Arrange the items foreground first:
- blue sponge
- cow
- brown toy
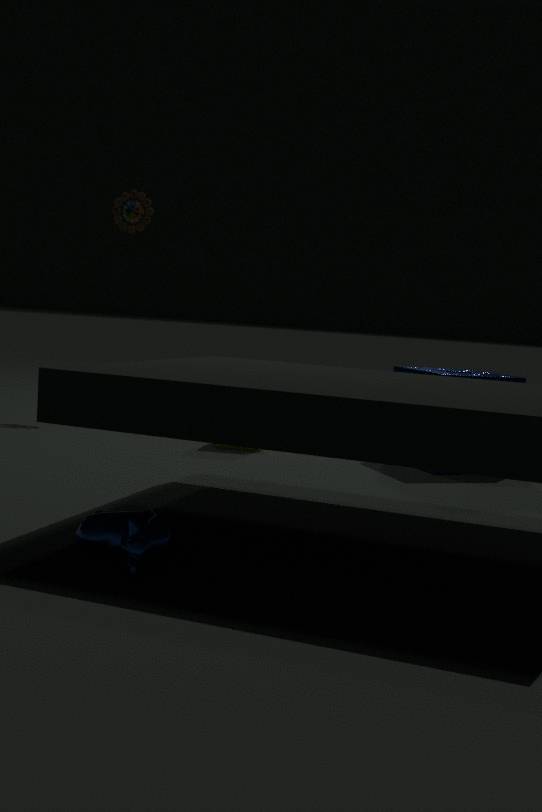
cow
blue sponge
brown toy
